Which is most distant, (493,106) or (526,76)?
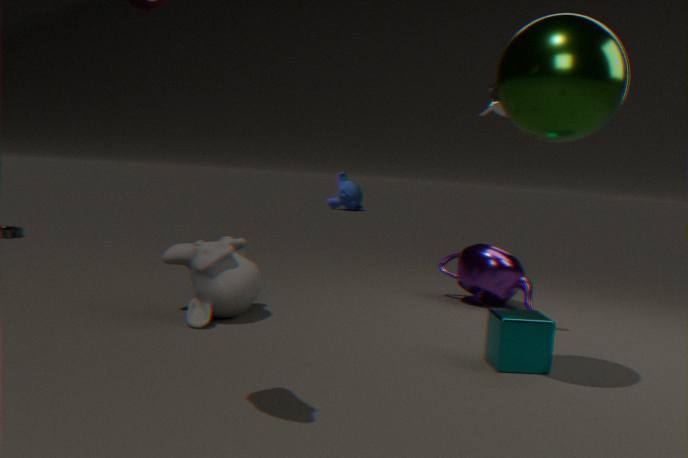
(493,106)
